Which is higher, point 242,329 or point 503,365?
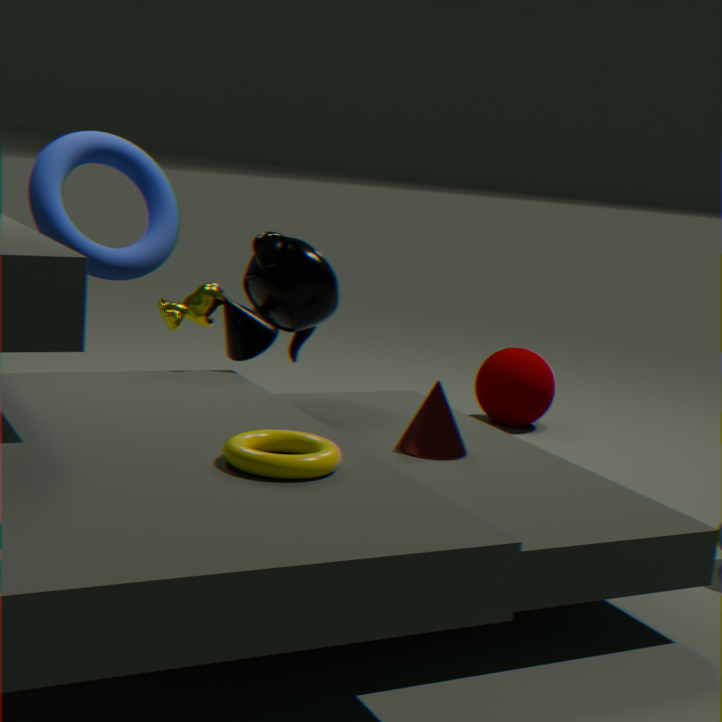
point 242,329
